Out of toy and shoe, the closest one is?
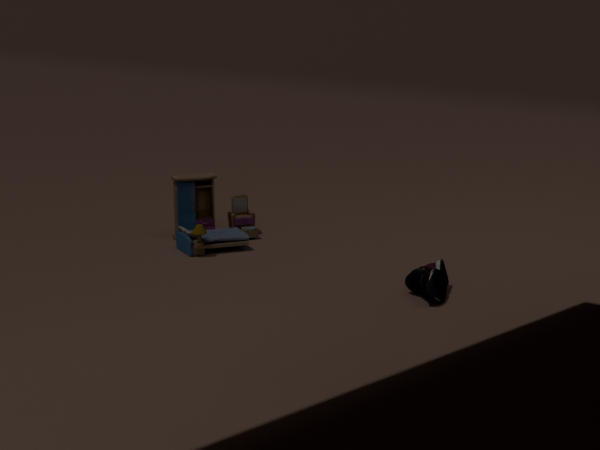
shoe
